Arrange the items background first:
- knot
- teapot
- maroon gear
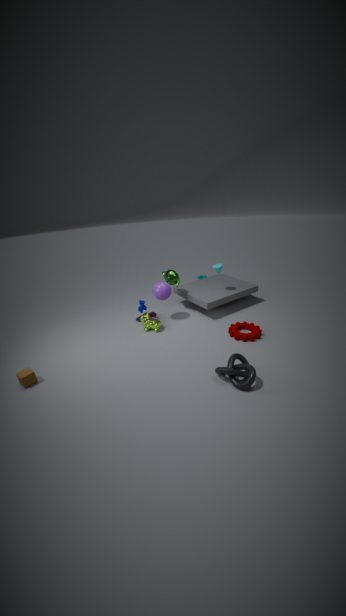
teapot, maroon gear, knot
